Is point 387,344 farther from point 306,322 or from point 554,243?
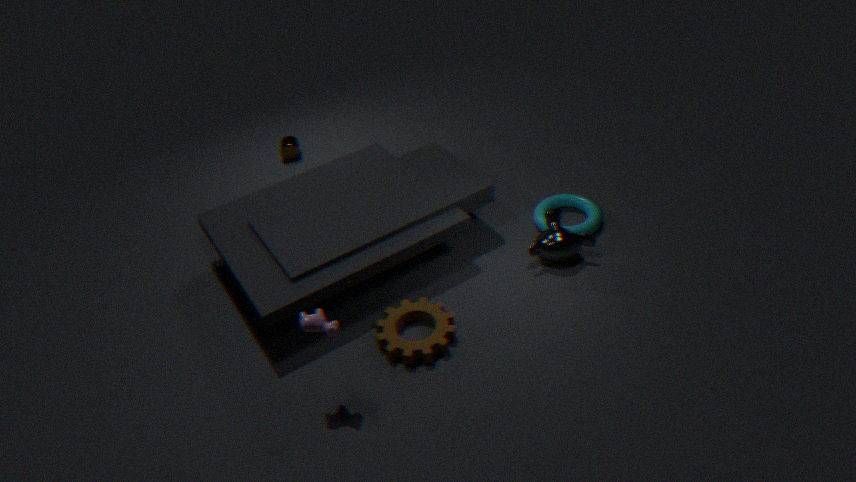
point 554,243
